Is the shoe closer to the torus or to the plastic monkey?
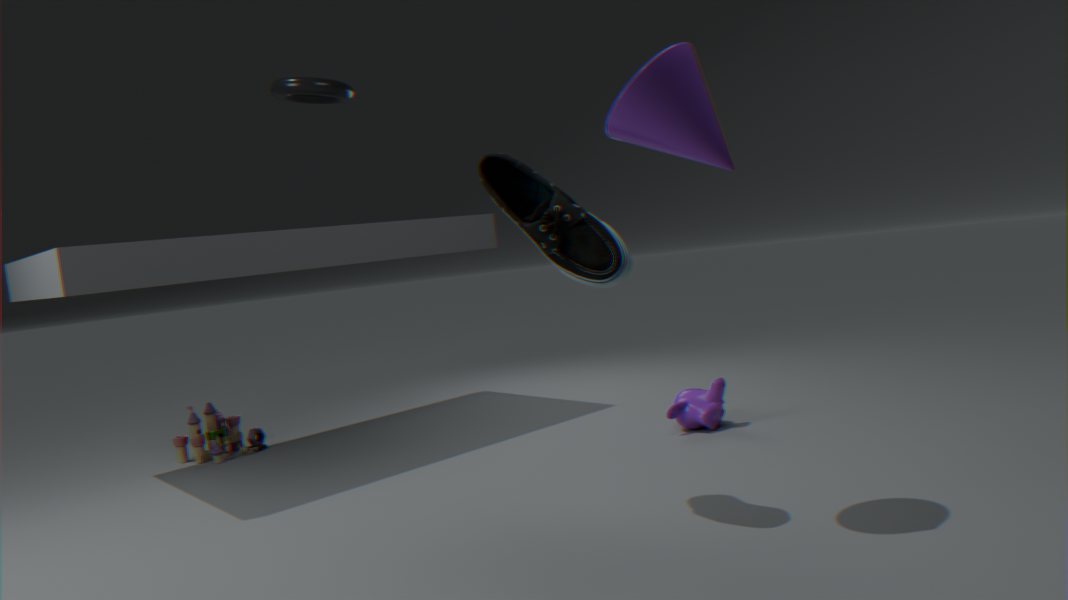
the plastic monkey
